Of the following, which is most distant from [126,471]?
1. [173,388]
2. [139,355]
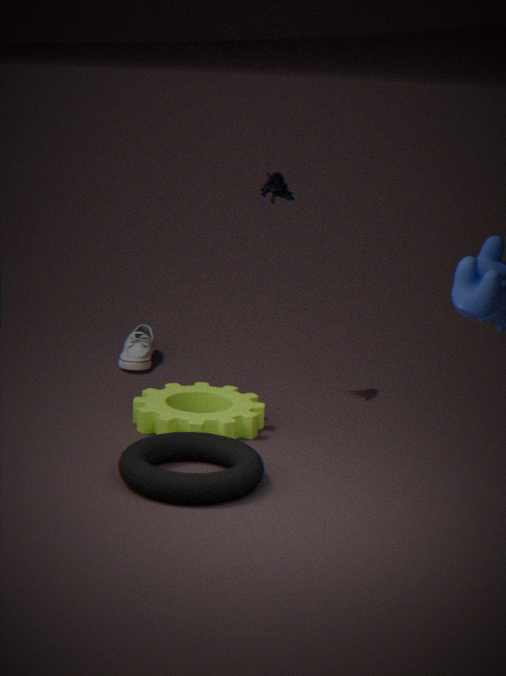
[139,355]
